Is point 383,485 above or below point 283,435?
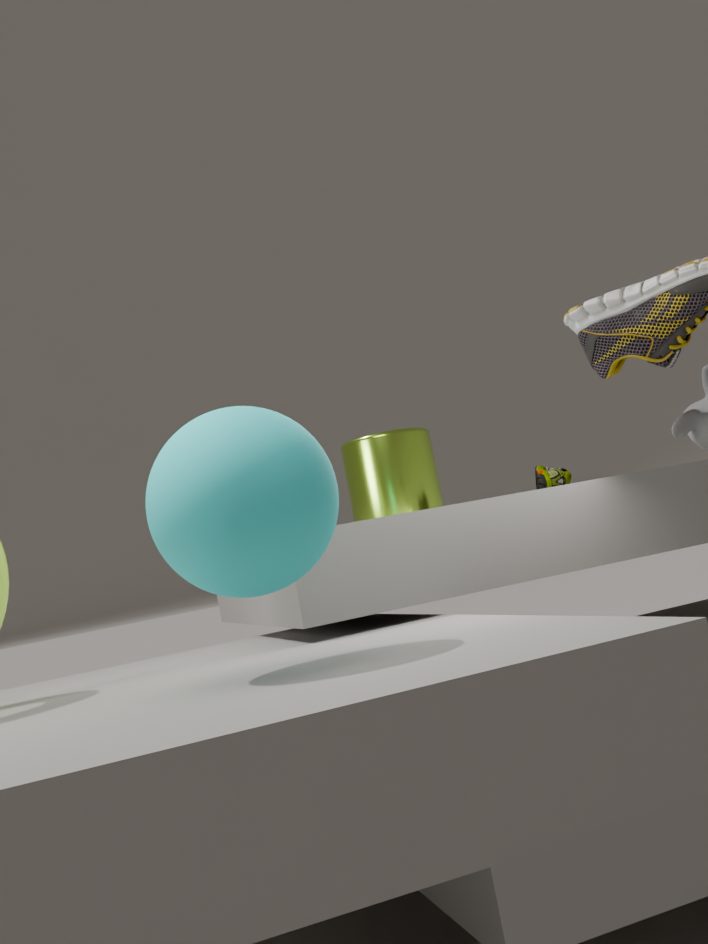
above
